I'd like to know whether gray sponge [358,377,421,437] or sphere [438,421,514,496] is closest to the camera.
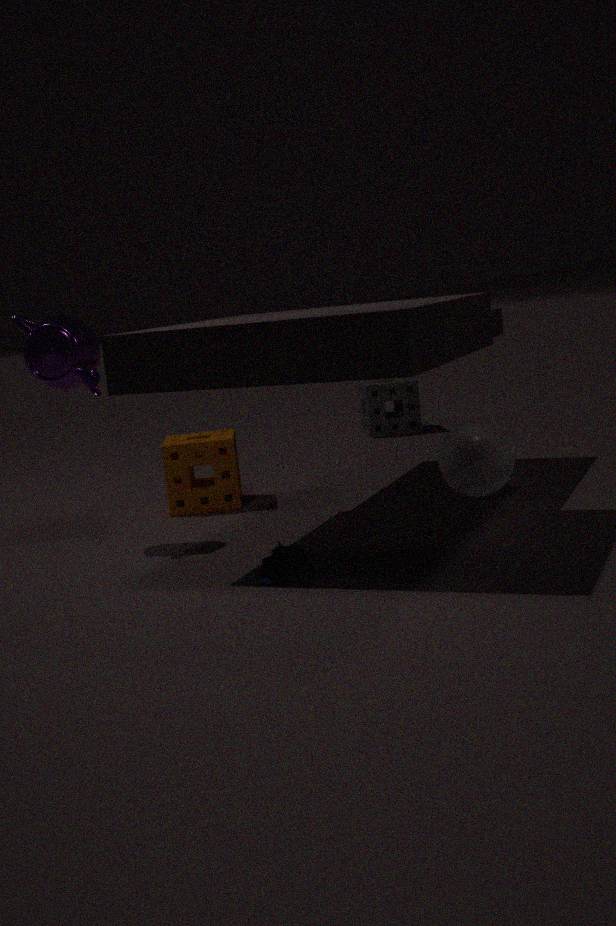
sphere [438,421,514,496]
